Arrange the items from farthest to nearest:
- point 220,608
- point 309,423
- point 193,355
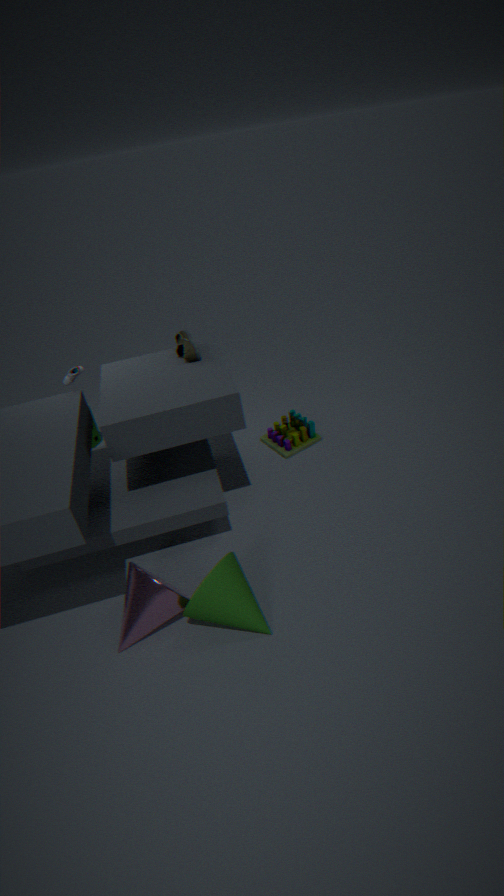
point 309,423
point 193,355
point 220,608
